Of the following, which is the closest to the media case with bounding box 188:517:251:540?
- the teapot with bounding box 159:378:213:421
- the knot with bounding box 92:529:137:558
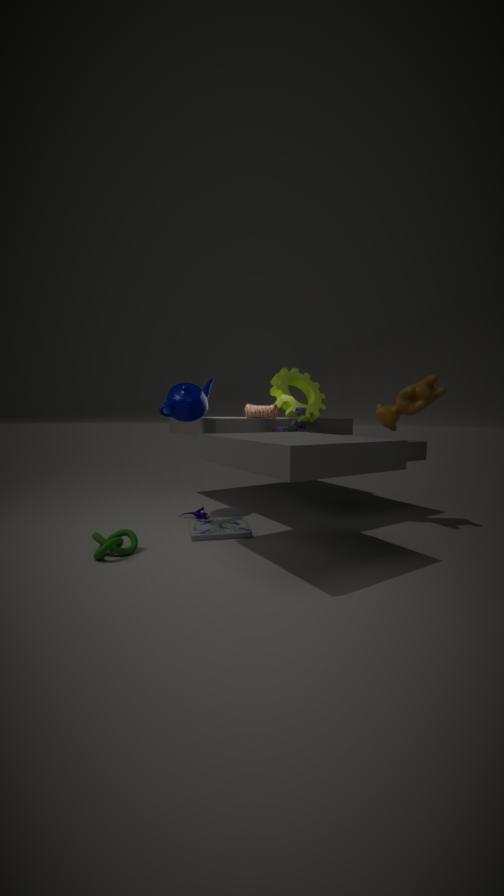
the knot with bounding box 92:529:137:558
